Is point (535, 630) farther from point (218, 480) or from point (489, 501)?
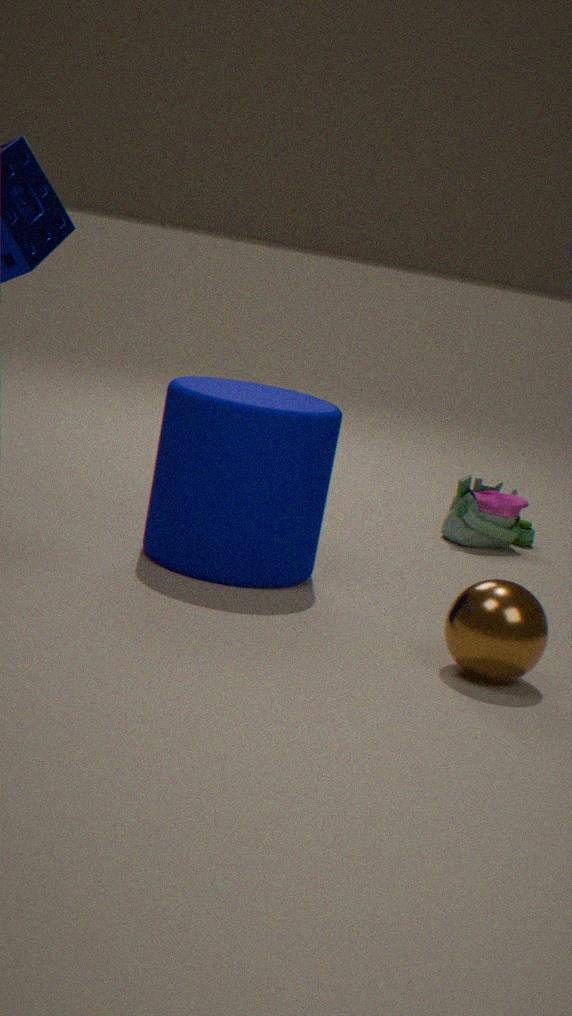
point (489, 501)
